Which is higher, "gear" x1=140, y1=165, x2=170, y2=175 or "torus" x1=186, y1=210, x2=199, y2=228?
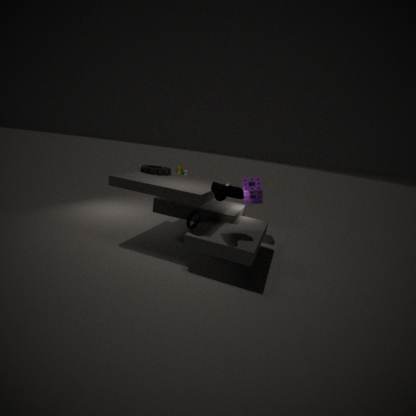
"gear" x1=140, y1=165, x2=170, y2=175
